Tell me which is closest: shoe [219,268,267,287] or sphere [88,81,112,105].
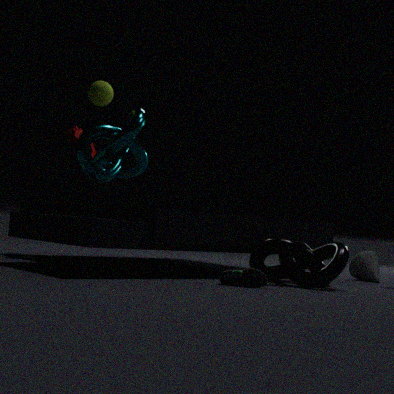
shoe [219,268,267,287]
